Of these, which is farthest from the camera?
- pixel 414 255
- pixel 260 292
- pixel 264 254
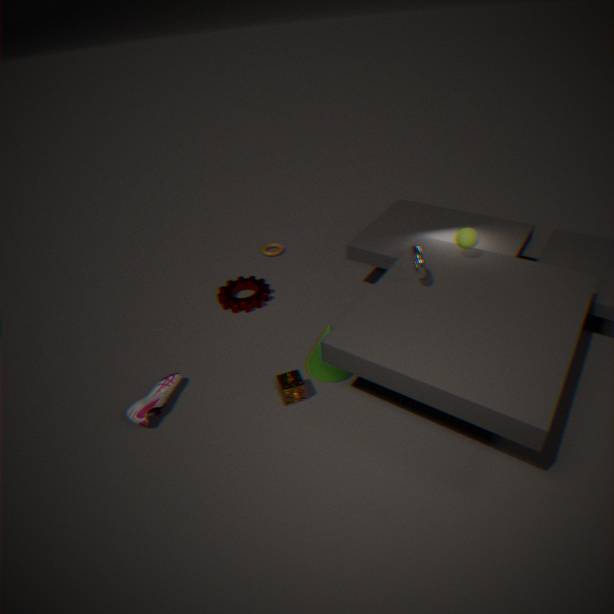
pixel 264 254
